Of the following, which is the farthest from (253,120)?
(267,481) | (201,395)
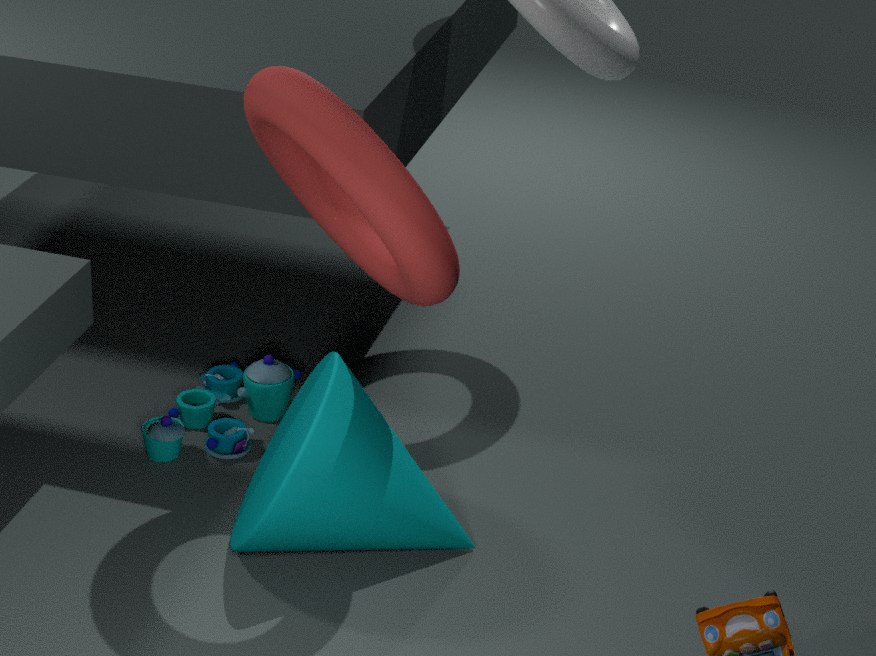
(201,395)
